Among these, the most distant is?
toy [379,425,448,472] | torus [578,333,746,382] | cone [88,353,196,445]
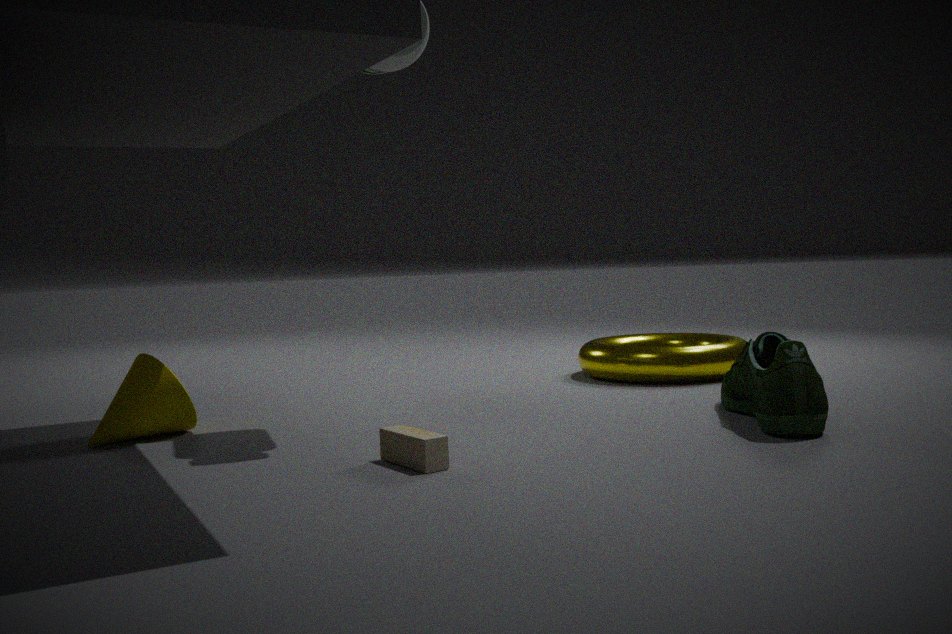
torus [578,333,746,382]
